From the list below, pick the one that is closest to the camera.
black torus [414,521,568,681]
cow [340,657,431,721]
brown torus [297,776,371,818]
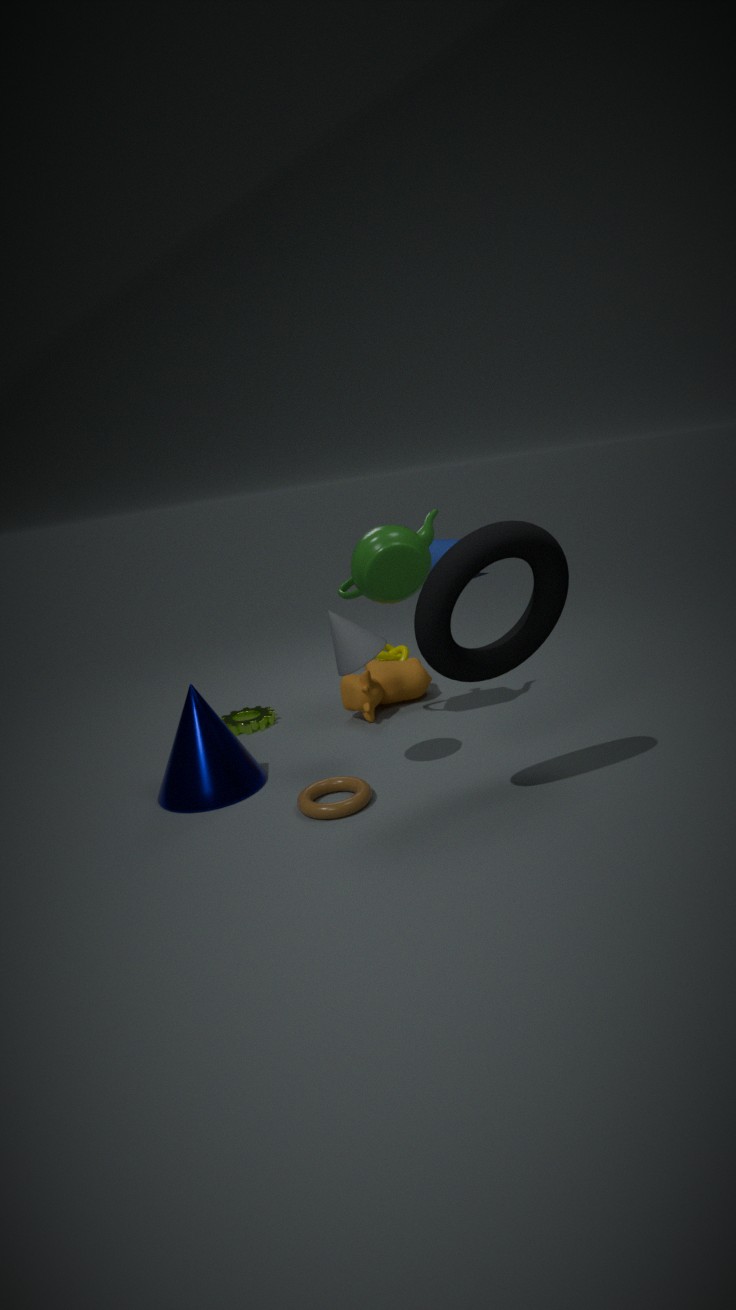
black torus [414,521,568,681]
